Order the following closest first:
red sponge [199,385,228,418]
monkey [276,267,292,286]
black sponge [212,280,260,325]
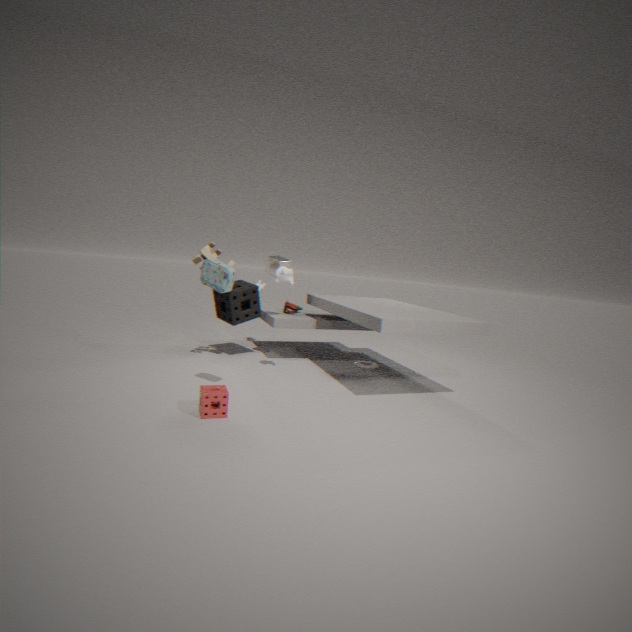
red sponge [199,385,228,418]
monkey [276,267,292,286]
black sponge [212,280,260,325]
